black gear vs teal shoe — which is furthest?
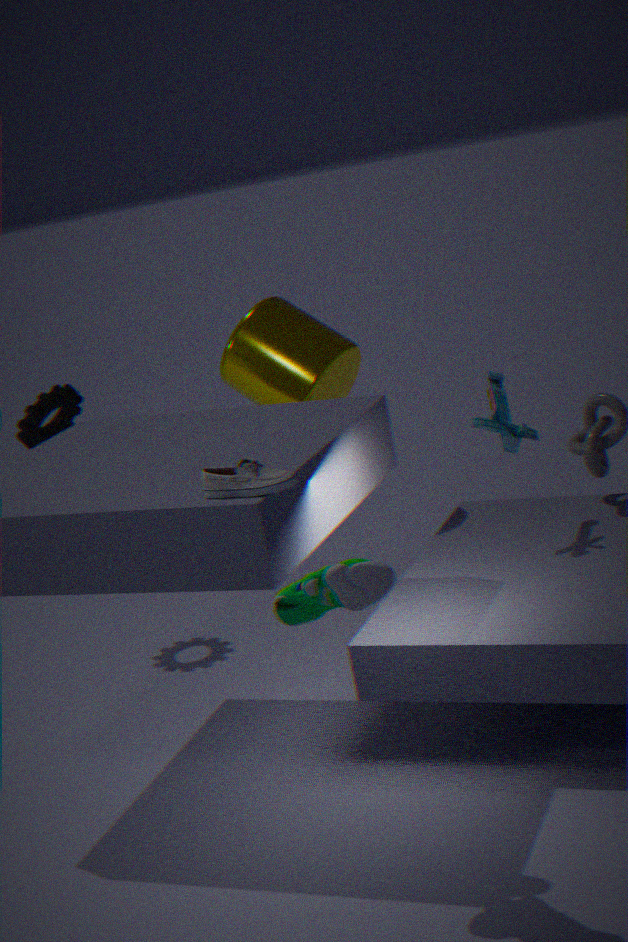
black gear
